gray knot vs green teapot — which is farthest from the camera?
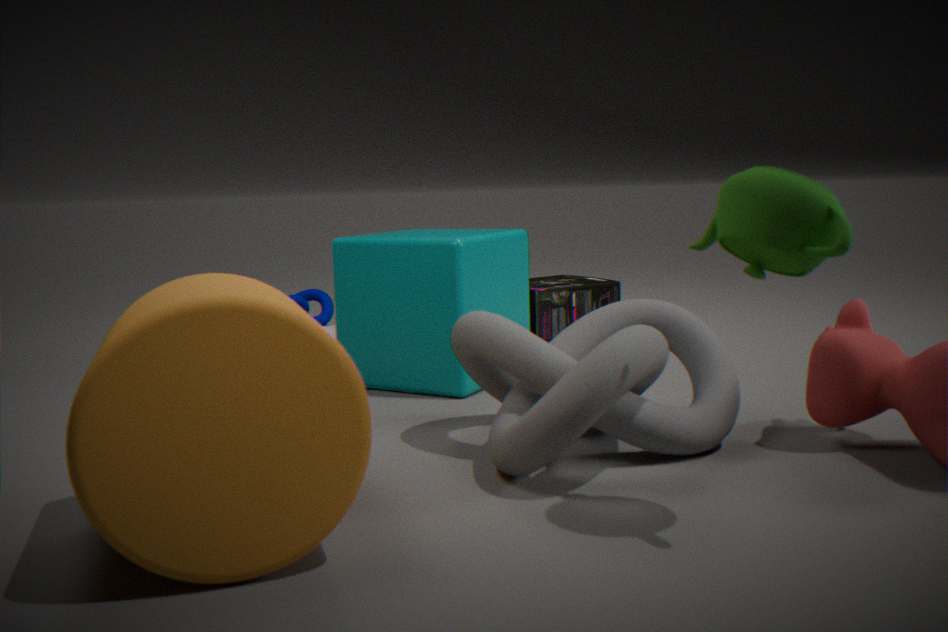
gray knot
